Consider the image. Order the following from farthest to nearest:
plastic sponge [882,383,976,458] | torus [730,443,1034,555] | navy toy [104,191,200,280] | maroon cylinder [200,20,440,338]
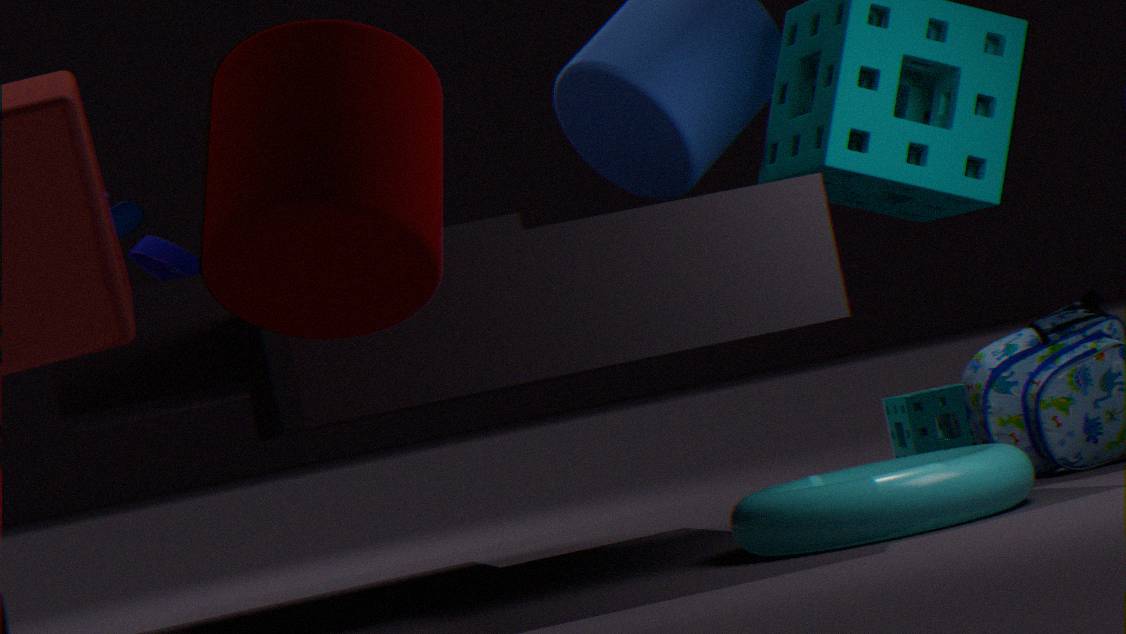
1. plastic sponge [882,383,976,458]
2. navy toy [104,191,200,280]
3. torus [730,443,1034,555]
4. maroon cylinder [200,20,440,338]
